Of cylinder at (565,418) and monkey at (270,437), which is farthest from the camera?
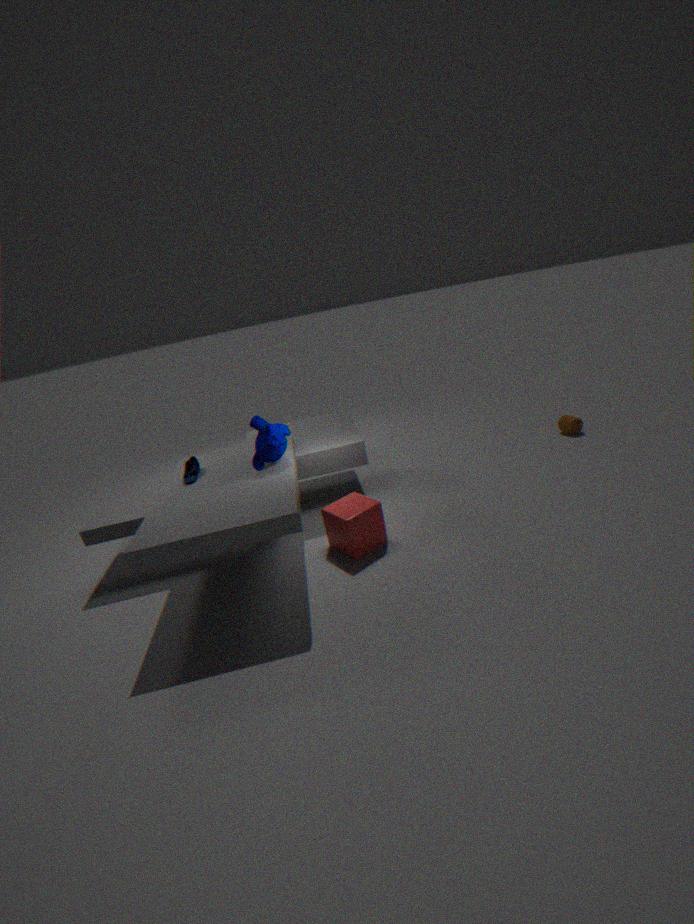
cylinder at (565,418)
